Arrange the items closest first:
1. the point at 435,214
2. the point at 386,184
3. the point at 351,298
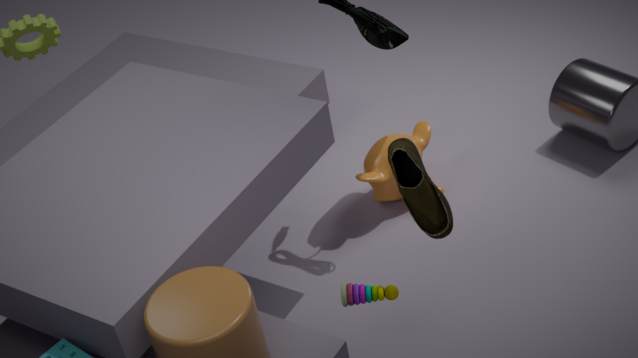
the point at 435,214, the point at 351,298, the point at 386,184
